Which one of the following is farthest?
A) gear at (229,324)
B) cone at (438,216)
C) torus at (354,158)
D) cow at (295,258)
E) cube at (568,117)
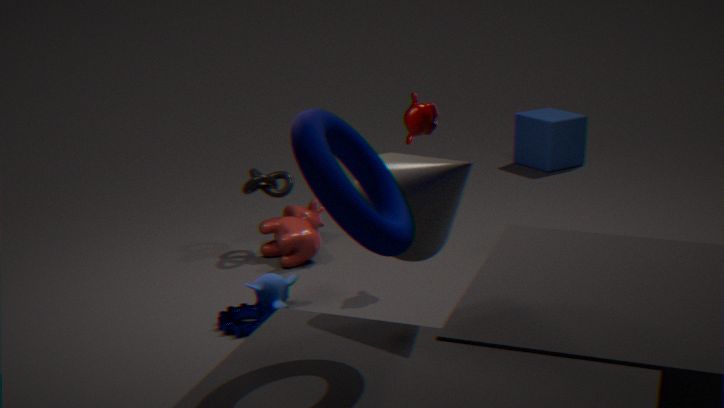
cube at (568,117)
